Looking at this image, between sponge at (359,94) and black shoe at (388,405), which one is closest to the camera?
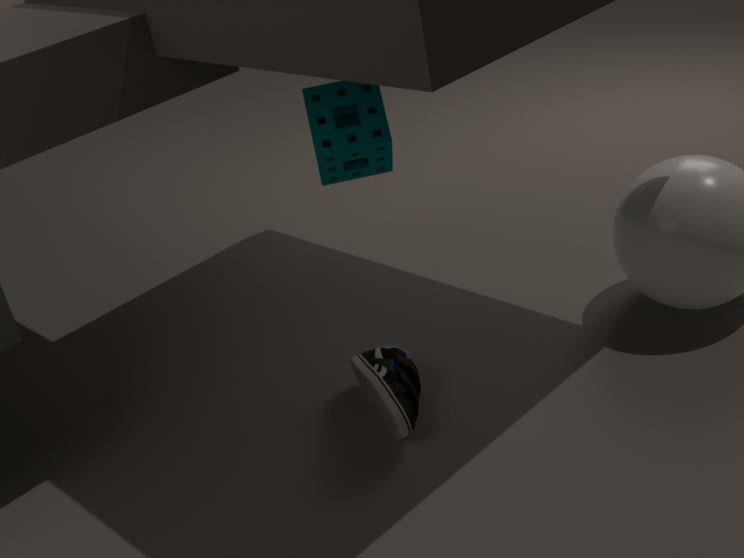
black shoe at (388,405)
